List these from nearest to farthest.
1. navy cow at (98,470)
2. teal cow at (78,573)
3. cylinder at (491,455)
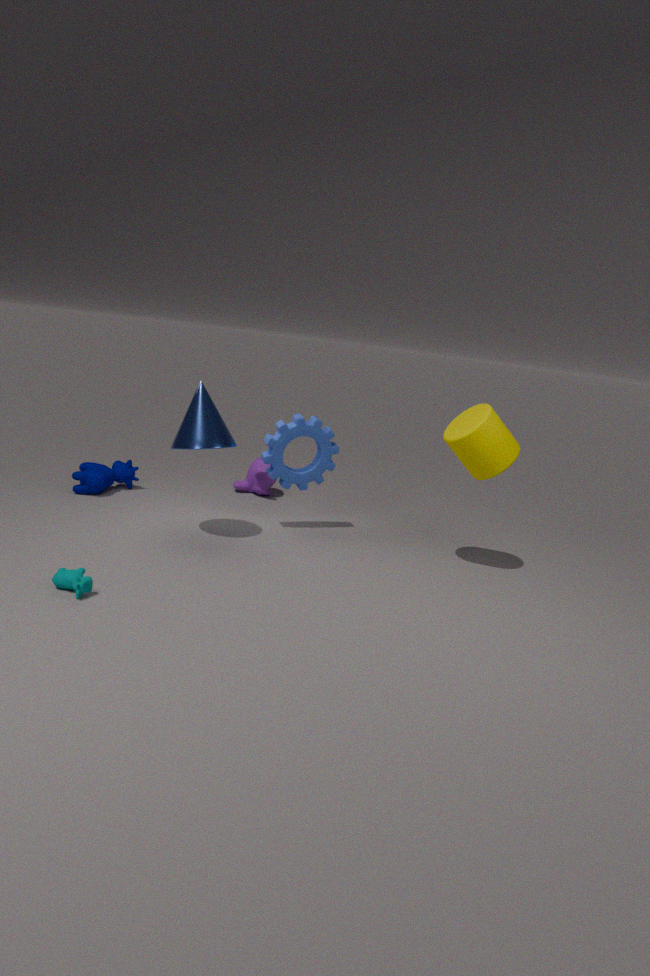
teal cow at (78,573), cylinder at (491,455), navy cow at (98,470)
